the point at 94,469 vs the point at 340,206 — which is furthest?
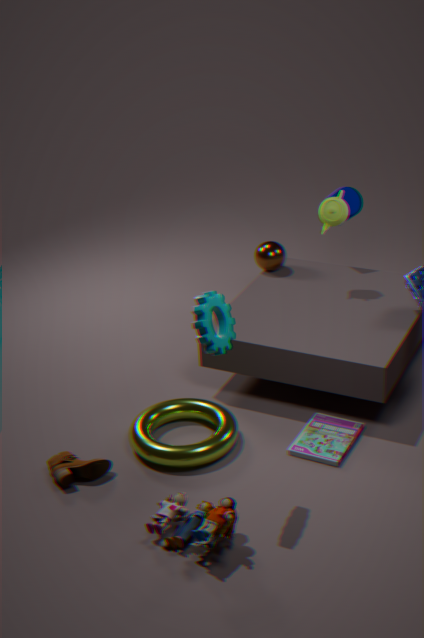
the point at 340,206
